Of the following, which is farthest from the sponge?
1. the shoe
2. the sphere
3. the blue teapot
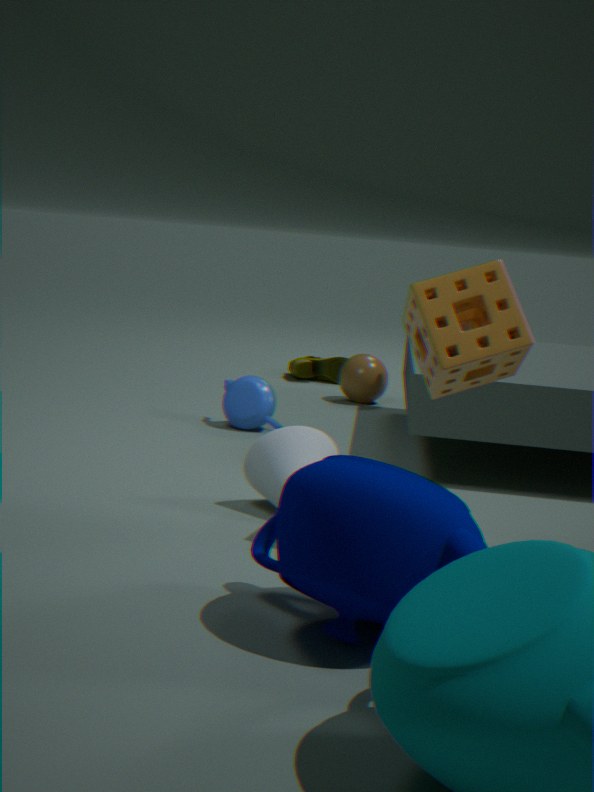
the shoe
